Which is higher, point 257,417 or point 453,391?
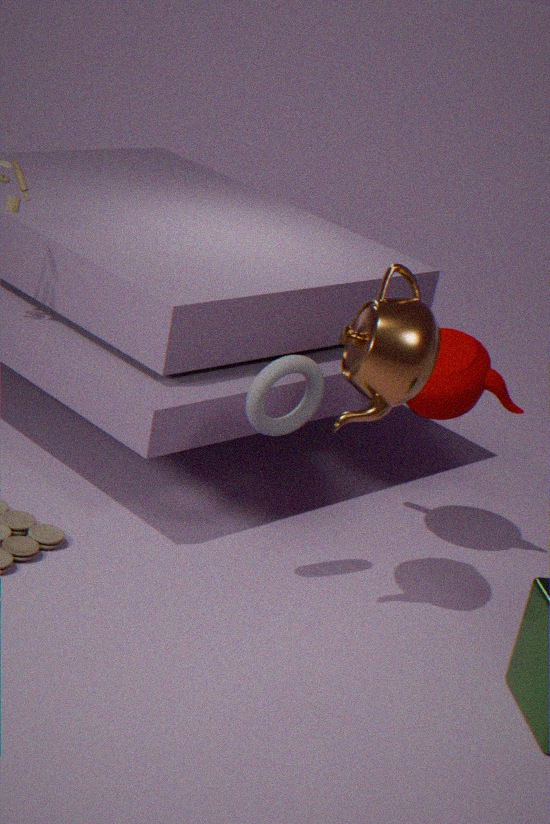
point 257,417
